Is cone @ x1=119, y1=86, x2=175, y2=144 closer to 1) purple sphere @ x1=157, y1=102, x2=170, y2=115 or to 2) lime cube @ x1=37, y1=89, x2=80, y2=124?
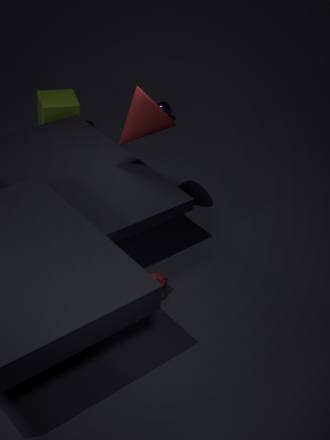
2) lime cube @ x1=37, y1=89, x2=80, y2=124
